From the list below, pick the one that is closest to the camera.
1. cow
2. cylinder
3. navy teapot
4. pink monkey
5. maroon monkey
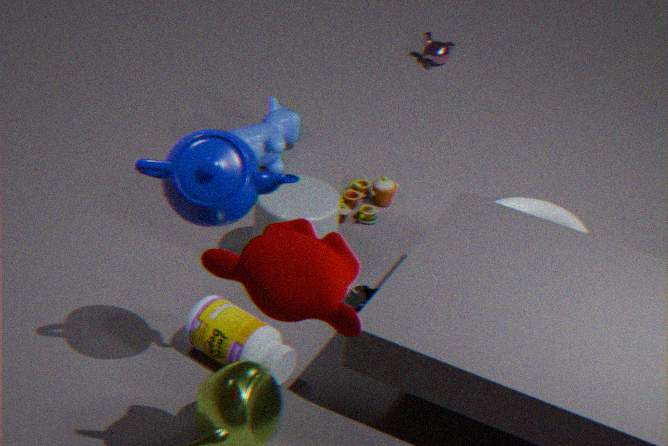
maroon monkey
